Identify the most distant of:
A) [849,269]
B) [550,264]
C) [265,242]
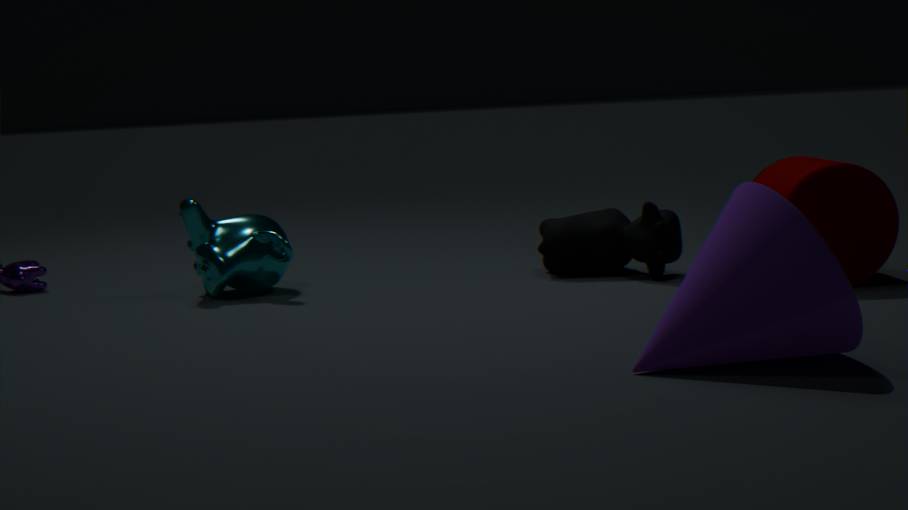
[550,264]
